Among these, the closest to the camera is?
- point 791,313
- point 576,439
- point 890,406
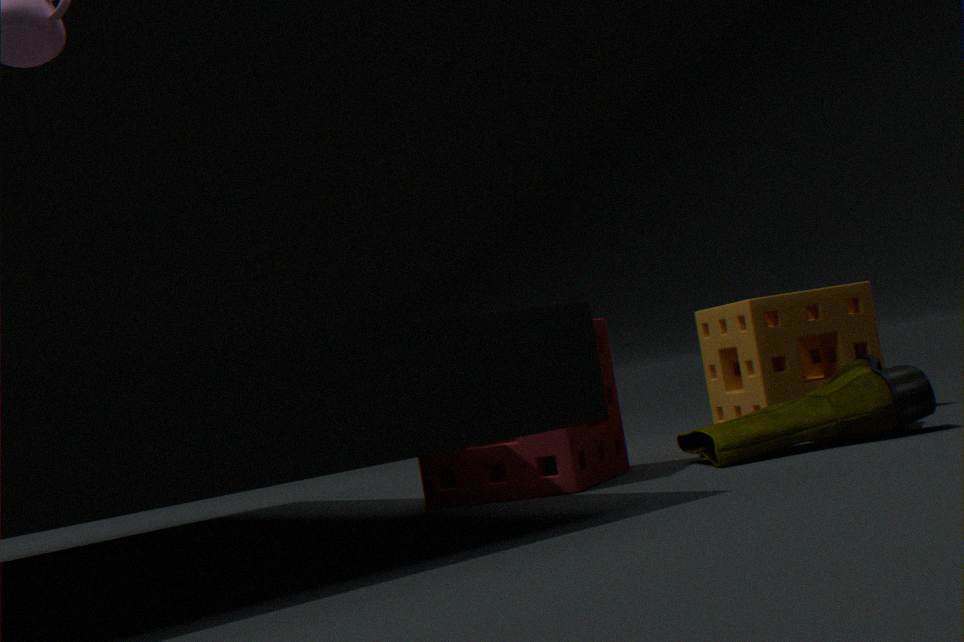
point 576,439
